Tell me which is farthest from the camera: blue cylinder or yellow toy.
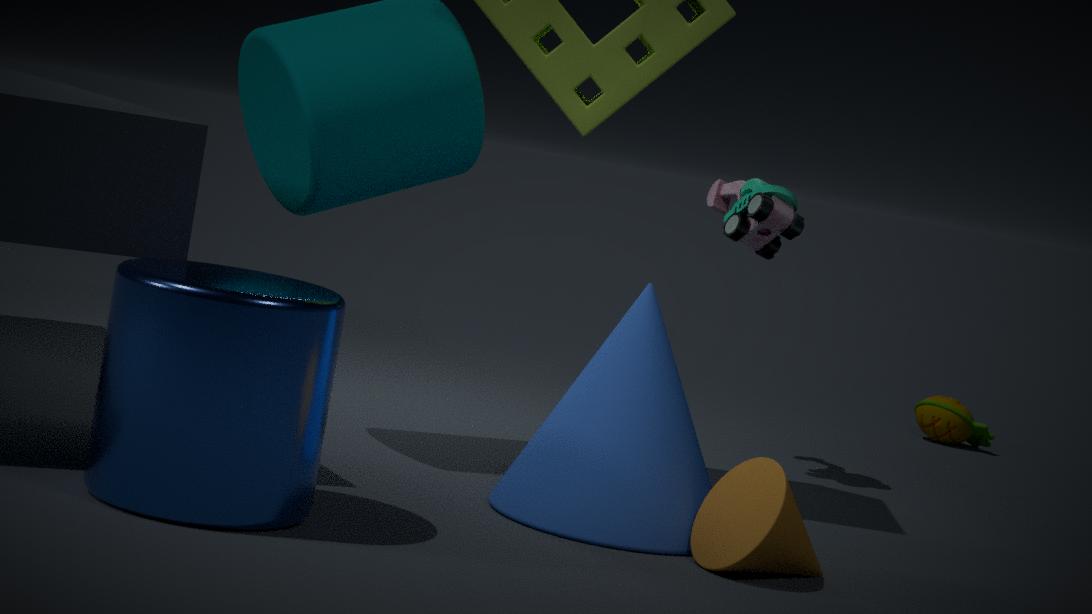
yellow toy
